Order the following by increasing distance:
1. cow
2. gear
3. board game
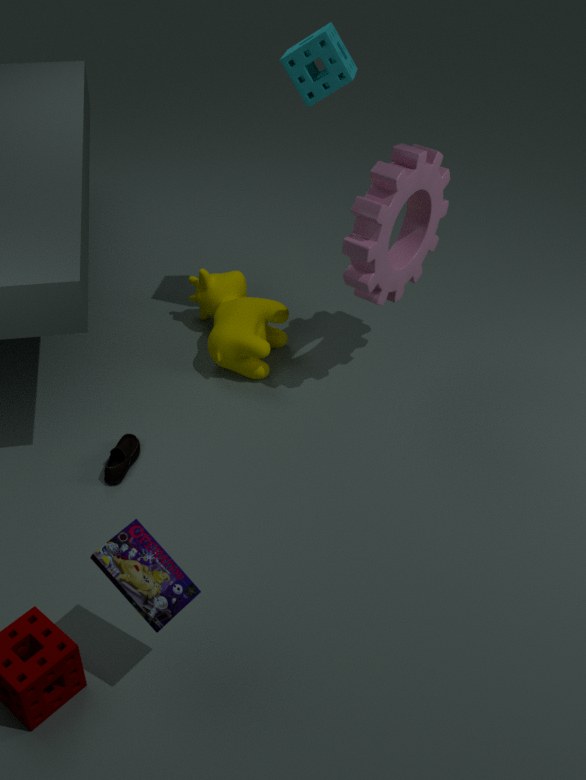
board game, gear, cow
